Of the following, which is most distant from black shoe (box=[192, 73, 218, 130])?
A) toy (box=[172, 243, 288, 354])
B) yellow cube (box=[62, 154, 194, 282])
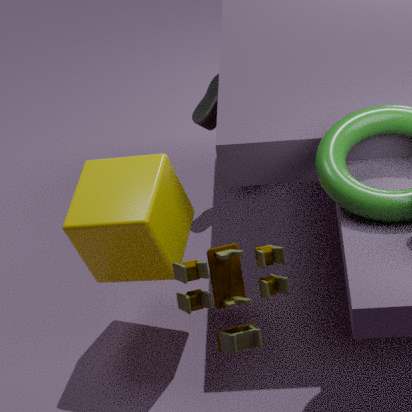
toy (box=[172, 243, 288, 354])
